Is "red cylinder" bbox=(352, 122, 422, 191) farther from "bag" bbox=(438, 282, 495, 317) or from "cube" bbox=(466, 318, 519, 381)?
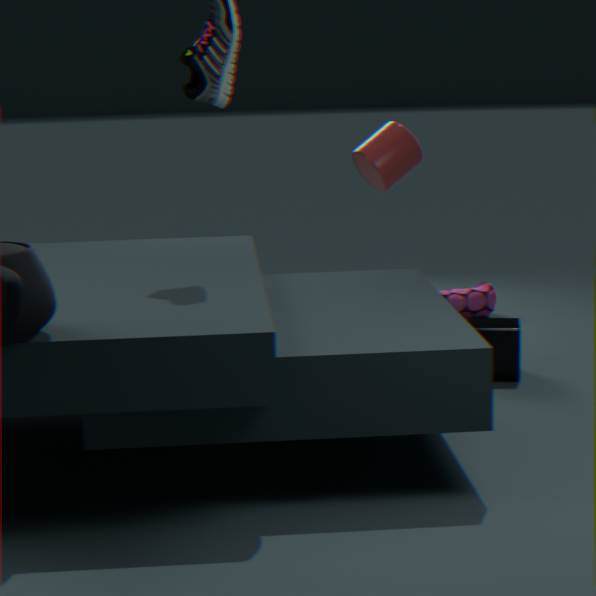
"bag" bbox=(438, 282, 495, 317)
